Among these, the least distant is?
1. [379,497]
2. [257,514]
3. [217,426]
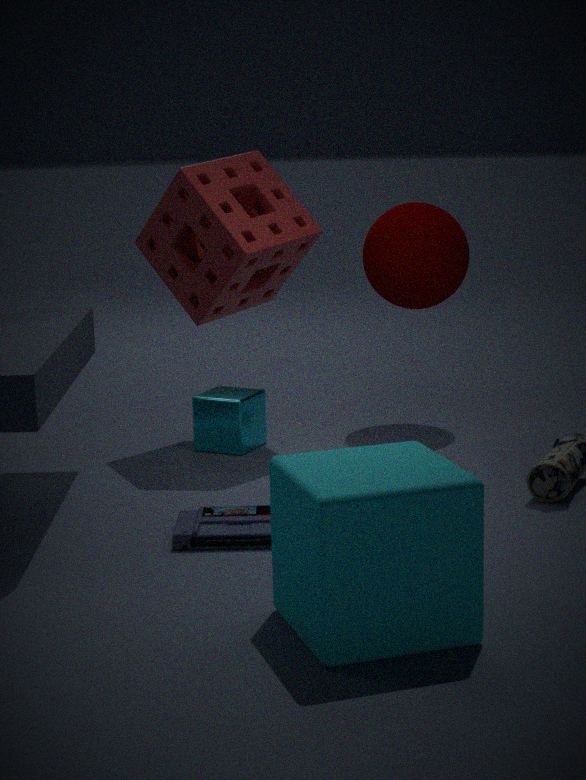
[379,497]
